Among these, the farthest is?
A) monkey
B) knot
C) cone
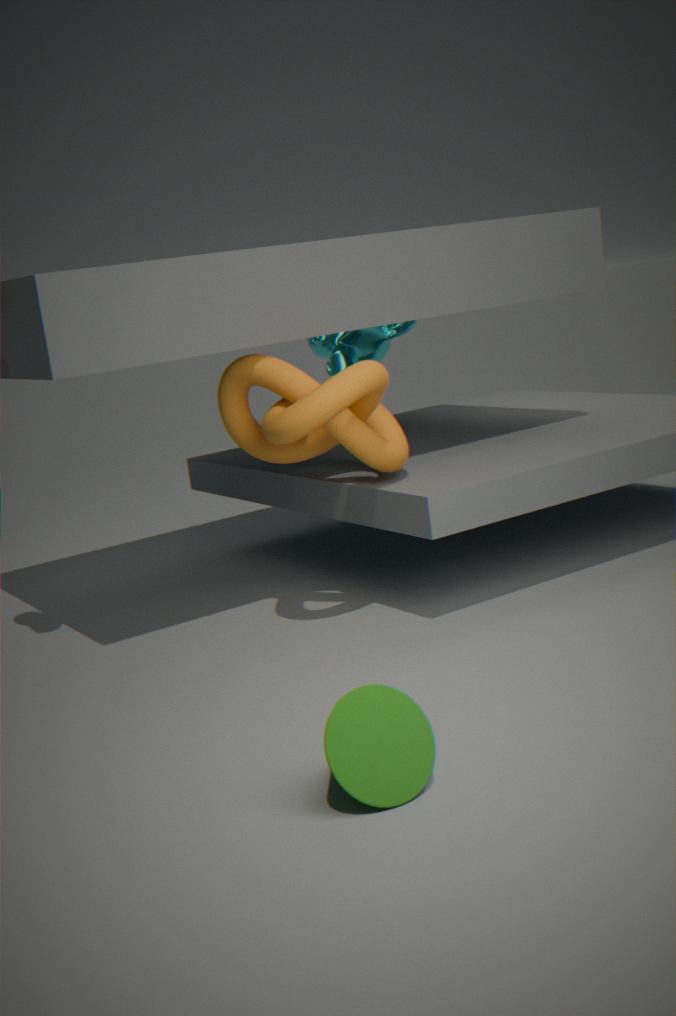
monkey
